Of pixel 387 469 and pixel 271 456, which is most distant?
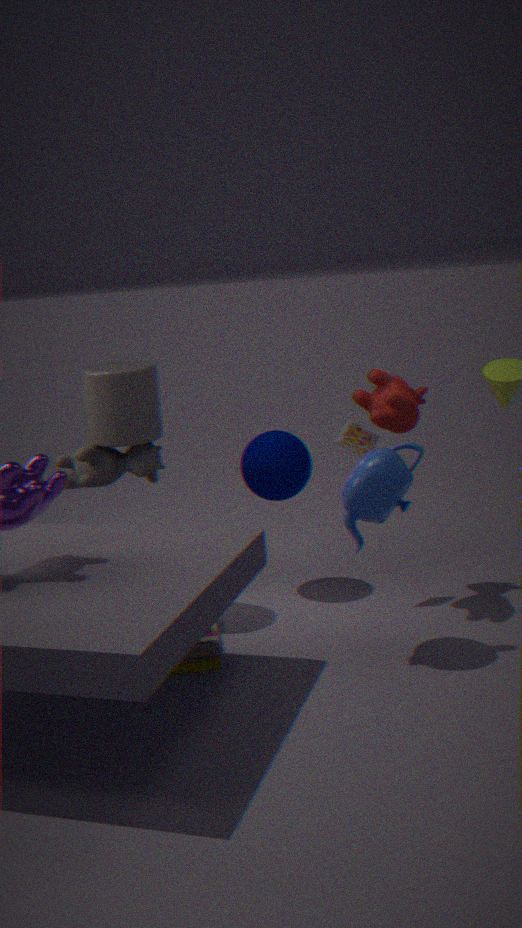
pixel 271 456
